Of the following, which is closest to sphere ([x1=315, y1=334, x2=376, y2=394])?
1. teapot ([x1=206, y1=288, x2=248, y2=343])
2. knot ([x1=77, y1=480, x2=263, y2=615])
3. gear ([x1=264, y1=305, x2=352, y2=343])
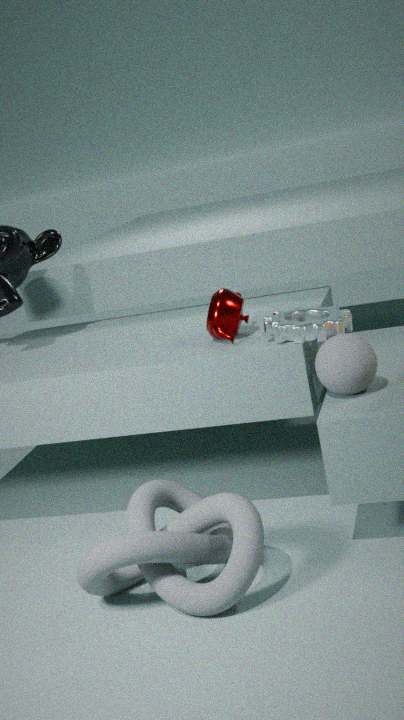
gear ([x1=264, y1=305, x2=352, y2=343])
